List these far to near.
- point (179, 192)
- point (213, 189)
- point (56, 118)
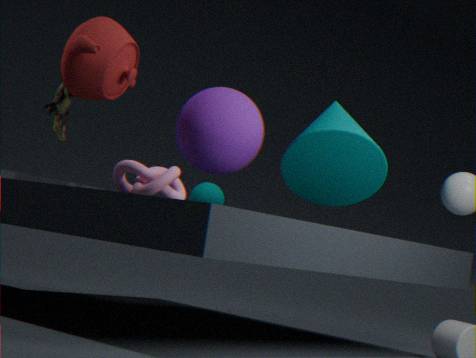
point (213, 189), point (56, 118), point (179, 192)
